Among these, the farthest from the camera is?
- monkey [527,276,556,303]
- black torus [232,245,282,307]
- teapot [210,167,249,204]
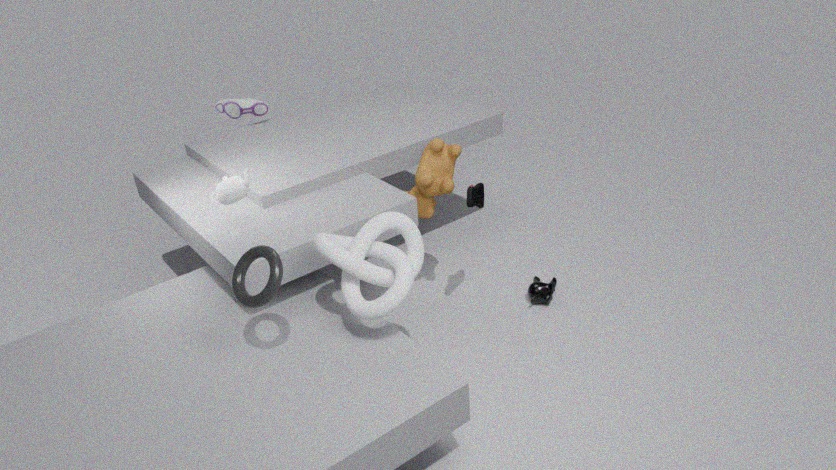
monkey [527,276,556,303]
